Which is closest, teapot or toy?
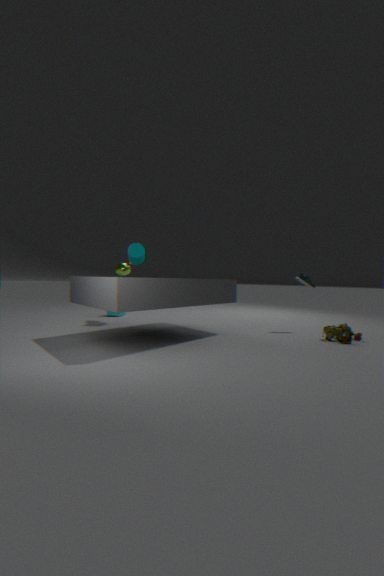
toy
